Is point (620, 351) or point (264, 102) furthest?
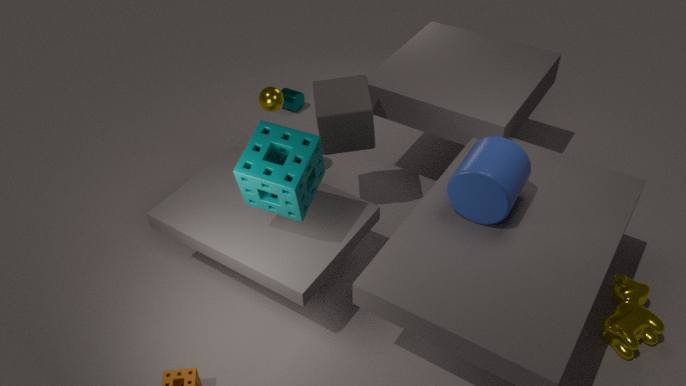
point (264, 102)
